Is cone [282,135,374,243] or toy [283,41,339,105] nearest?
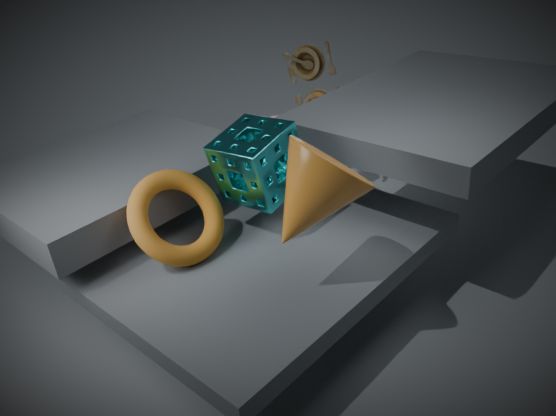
cone [282,135,374,243]
